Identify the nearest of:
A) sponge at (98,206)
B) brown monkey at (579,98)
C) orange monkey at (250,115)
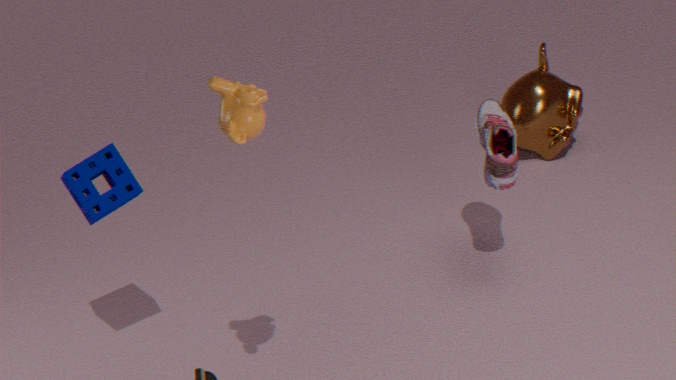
orange monkey at (250,115)
